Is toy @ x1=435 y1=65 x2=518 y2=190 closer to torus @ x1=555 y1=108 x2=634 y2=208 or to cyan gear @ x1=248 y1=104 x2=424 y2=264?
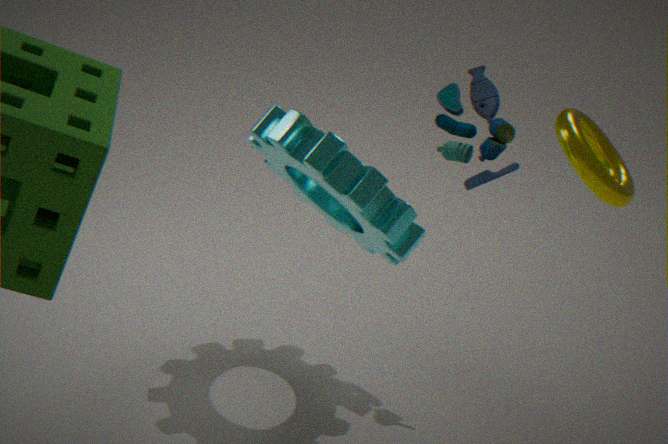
cyan gear @ x1=248 y1=104 x2=424 y2=264
